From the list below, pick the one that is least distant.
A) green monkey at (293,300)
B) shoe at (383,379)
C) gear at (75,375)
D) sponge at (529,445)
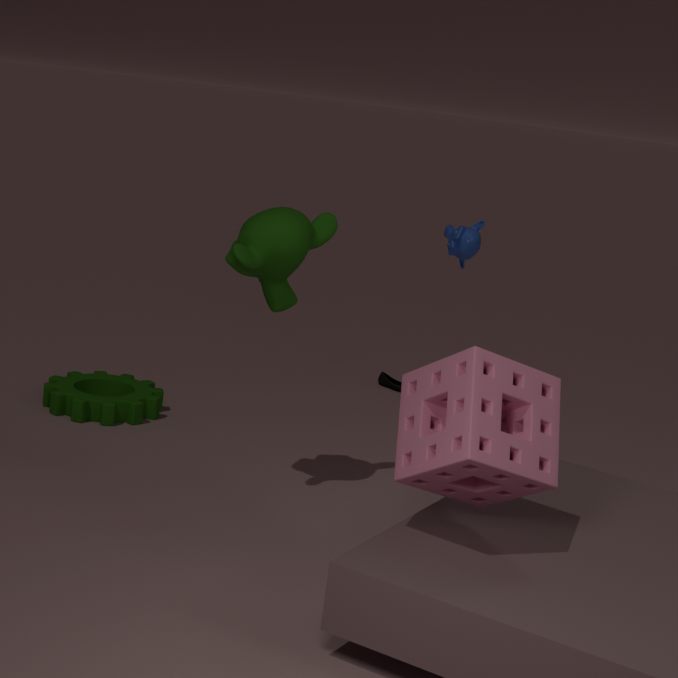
D. sponge at (529,445)
